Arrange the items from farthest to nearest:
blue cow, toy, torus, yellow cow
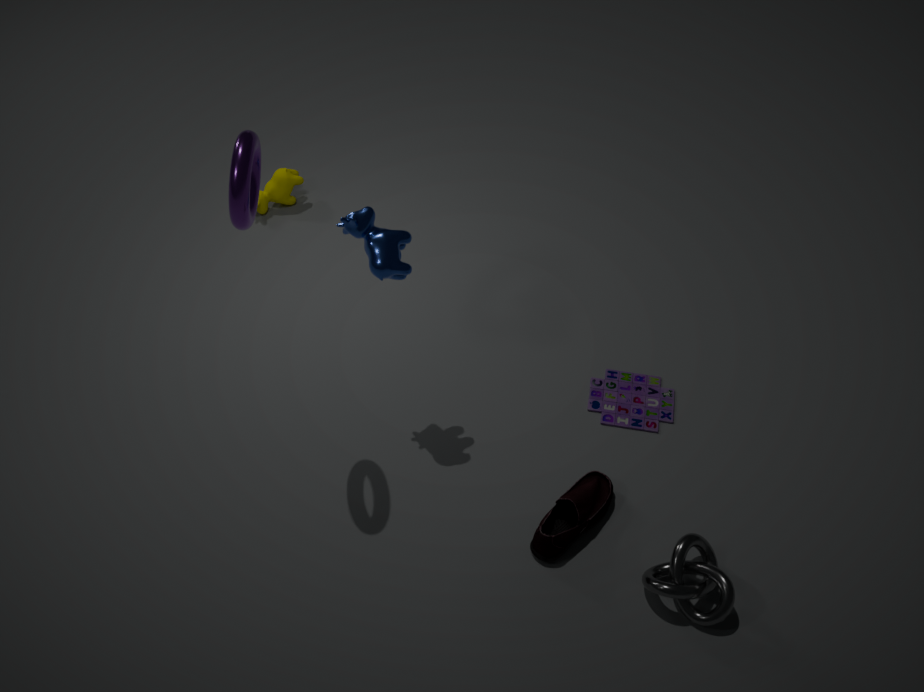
yellow cow → toy → blue cow → torus
